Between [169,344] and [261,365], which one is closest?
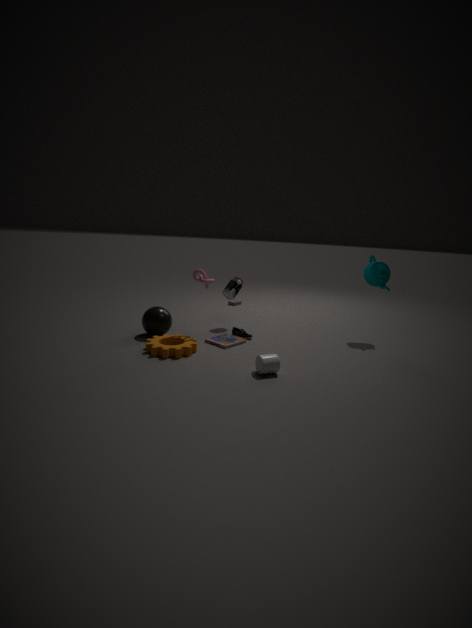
[261,365]
